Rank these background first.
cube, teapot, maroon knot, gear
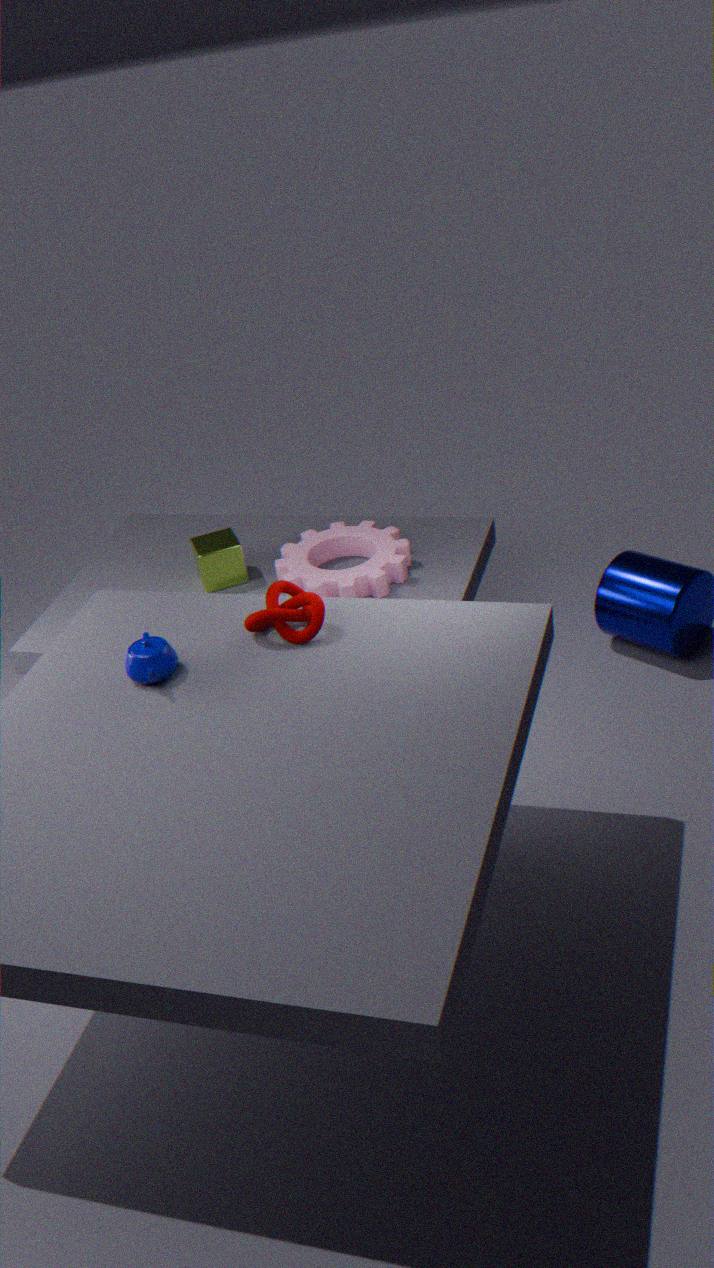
→ cube → gear → maroon knot → teapot
